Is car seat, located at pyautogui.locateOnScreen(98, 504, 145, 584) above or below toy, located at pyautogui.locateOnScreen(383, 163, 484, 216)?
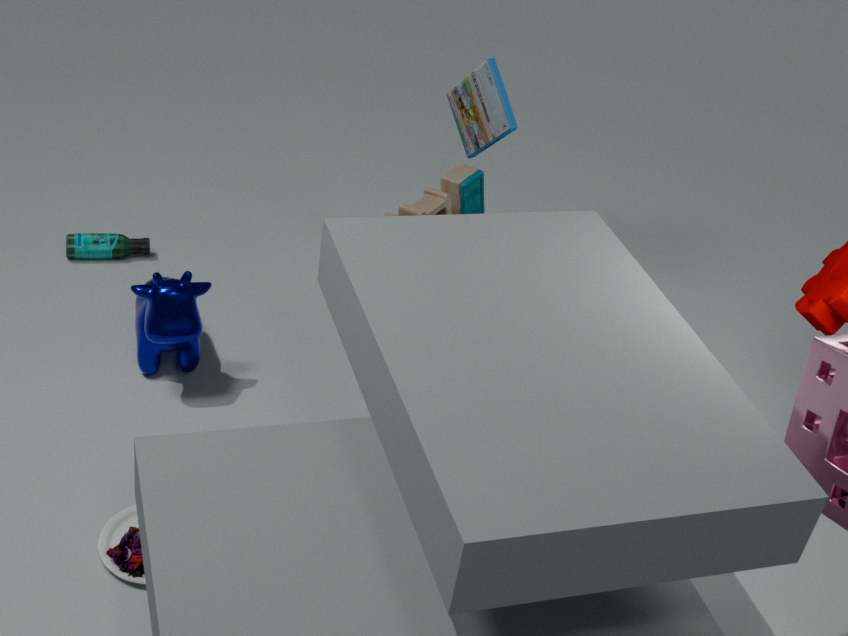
below
